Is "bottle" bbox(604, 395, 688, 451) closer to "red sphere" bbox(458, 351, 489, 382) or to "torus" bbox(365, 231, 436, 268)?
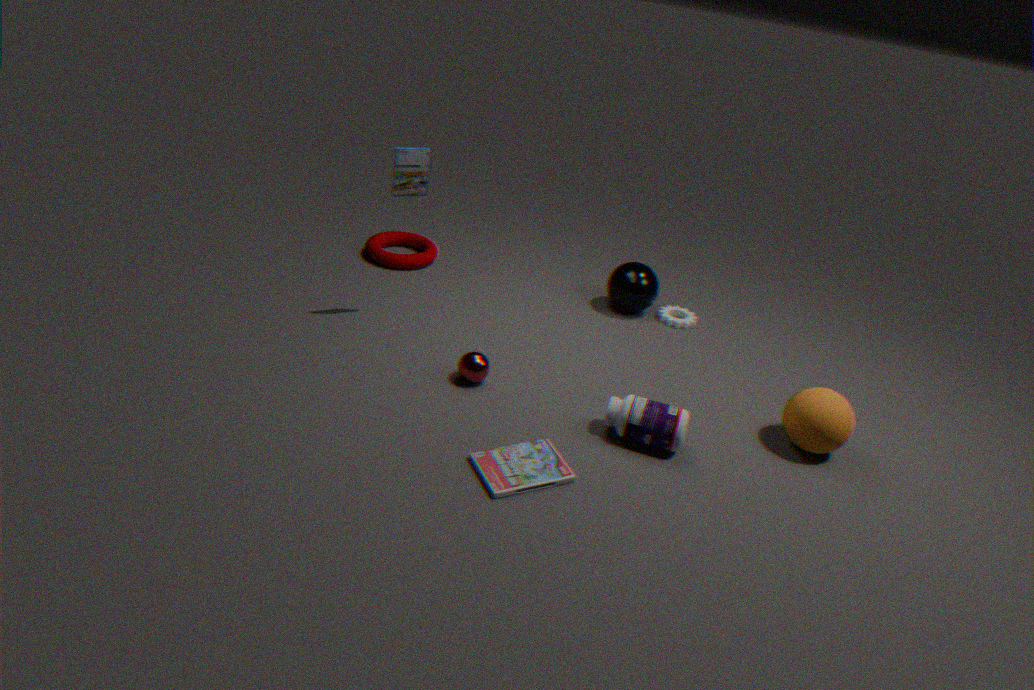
"red sphere" bbox(458, 351, 489, 382)
